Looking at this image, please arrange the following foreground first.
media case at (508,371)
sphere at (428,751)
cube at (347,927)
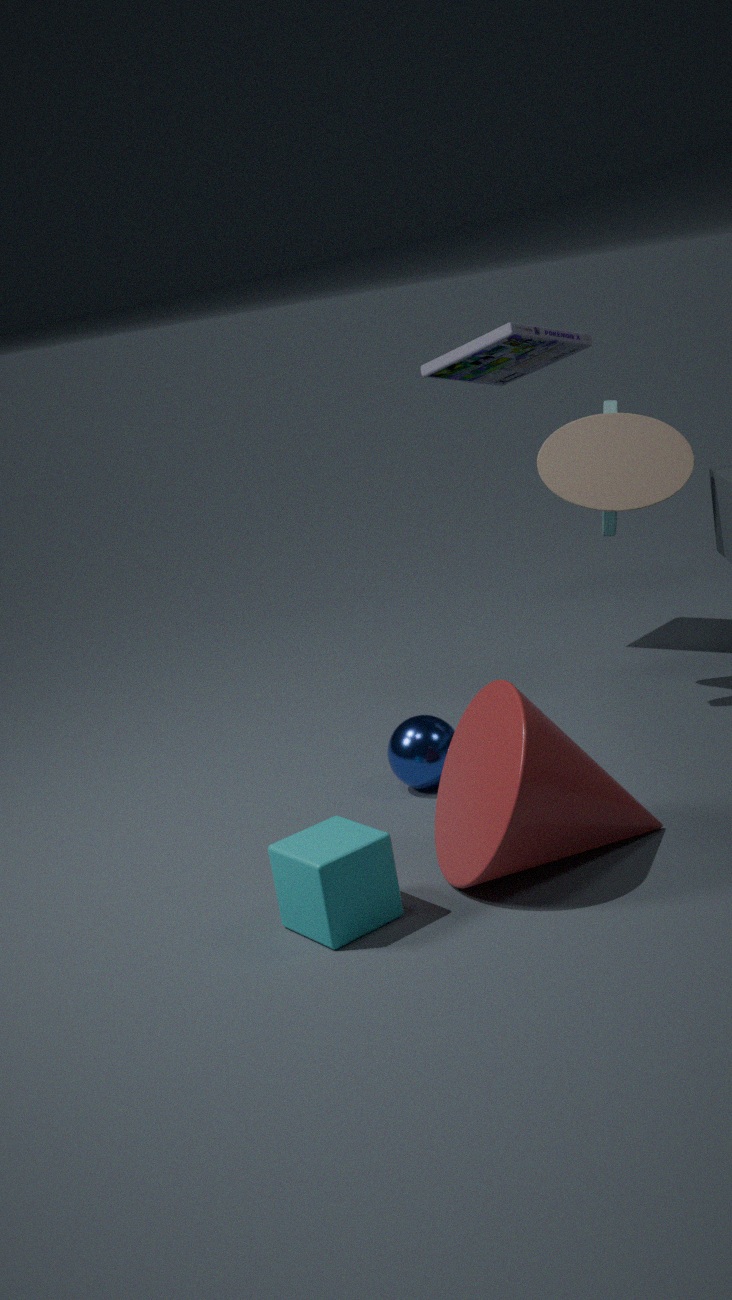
cube at (347,927) → sphere at (428,751) → media case at (508,371)
